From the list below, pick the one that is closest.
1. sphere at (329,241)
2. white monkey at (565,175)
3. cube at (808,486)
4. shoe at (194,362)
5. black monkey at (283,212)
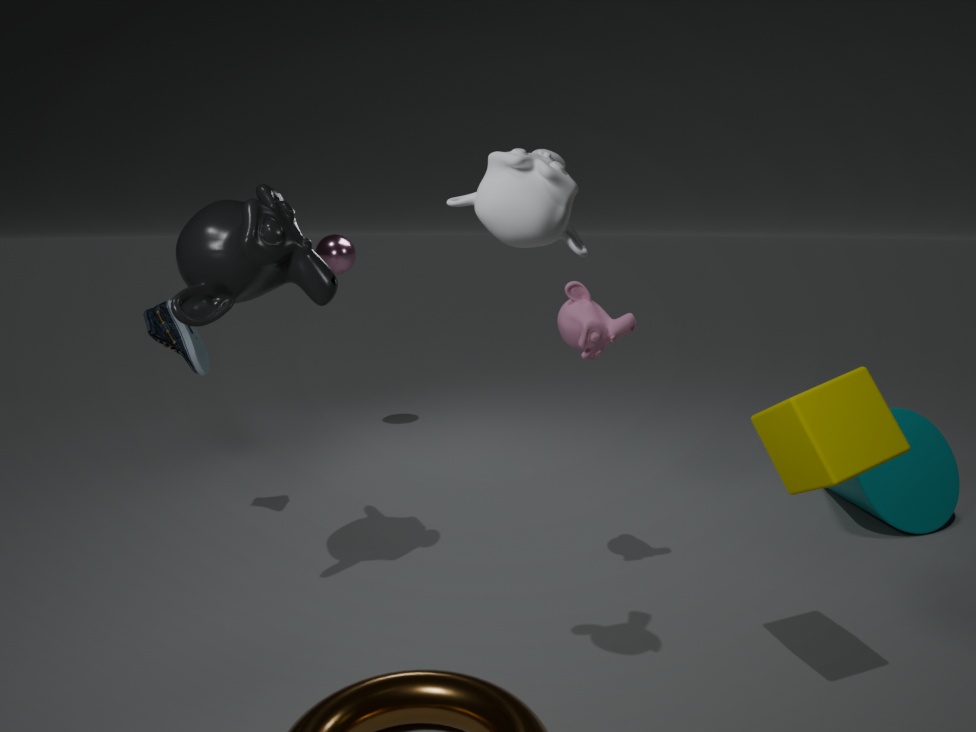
white monkey at (565,175)
